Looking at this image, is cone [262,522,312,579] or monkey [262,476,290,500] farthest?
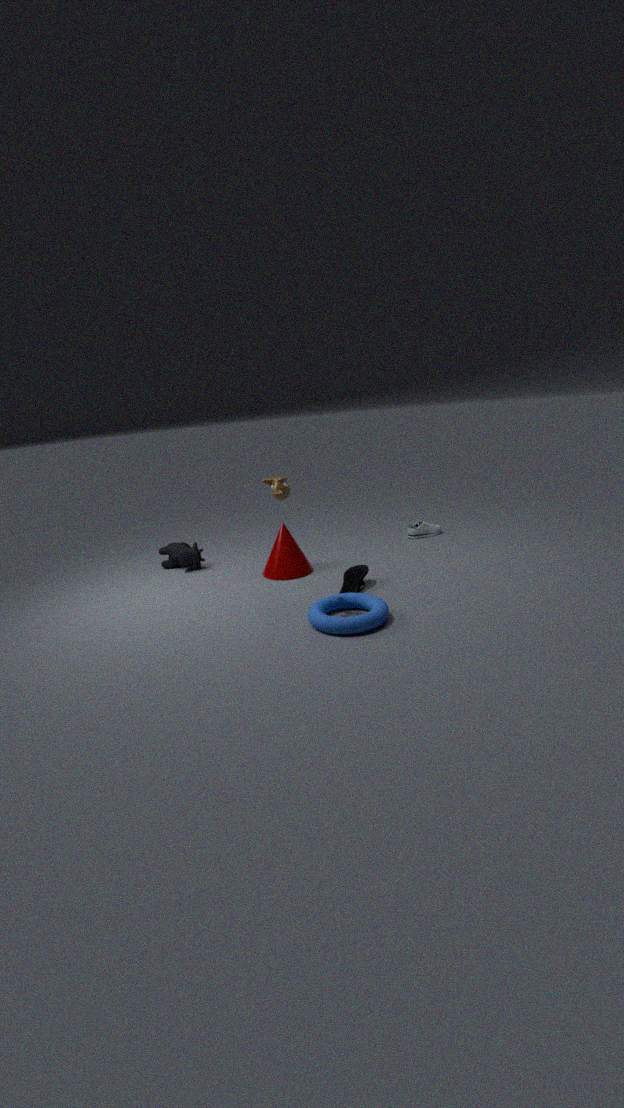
cone [262,522,312,579]
